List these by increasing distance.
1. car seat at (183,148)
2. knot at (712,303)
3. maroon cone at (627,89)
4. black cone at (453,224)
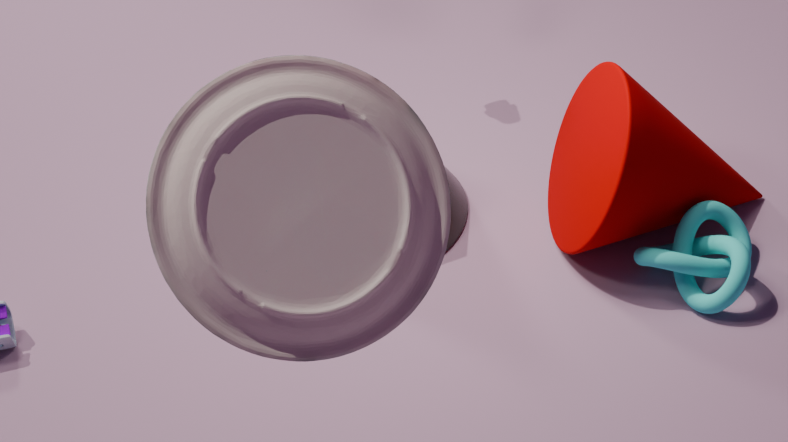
car seat at (183,148) < knot at (712,303) < maroon cone at (627,89) < black cone at (453,224)
